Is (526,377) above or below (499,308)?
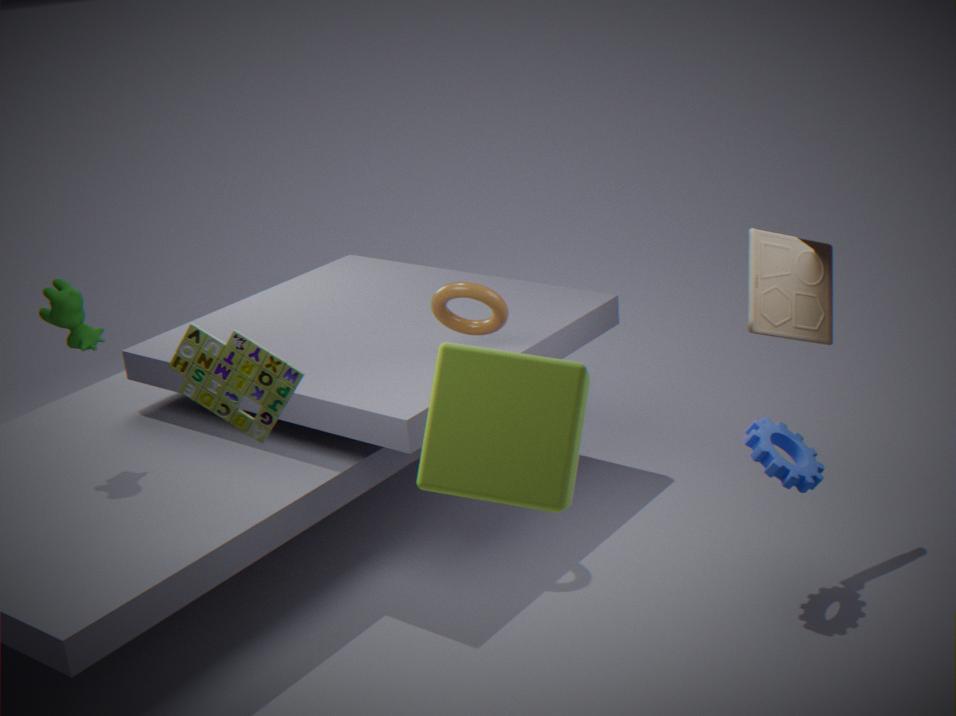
above
